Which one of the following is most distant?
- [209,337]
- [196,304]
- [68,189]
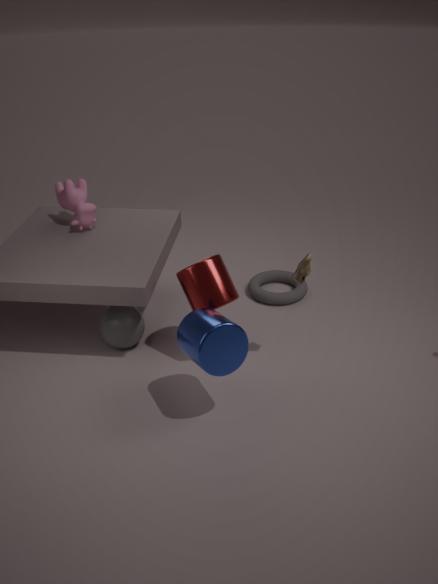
[68,189]
